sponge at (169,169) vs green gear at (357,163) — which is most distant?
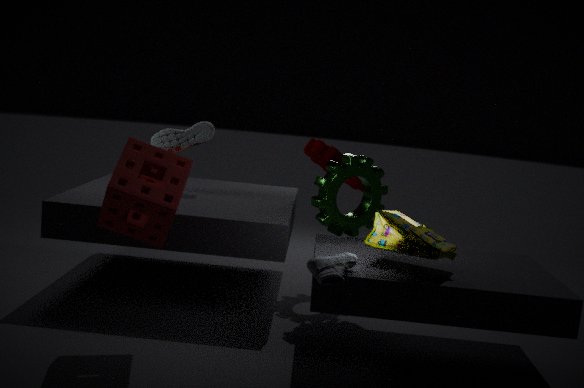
green gear at (357,163)
